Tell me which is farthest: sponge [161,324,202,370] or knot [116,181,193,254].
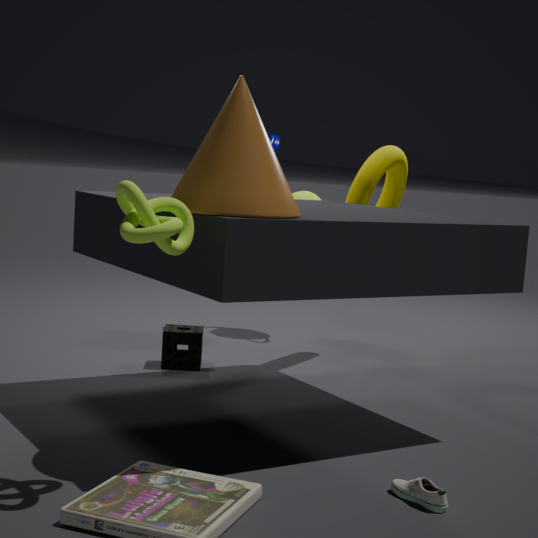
sponge [161,324,202,370]
